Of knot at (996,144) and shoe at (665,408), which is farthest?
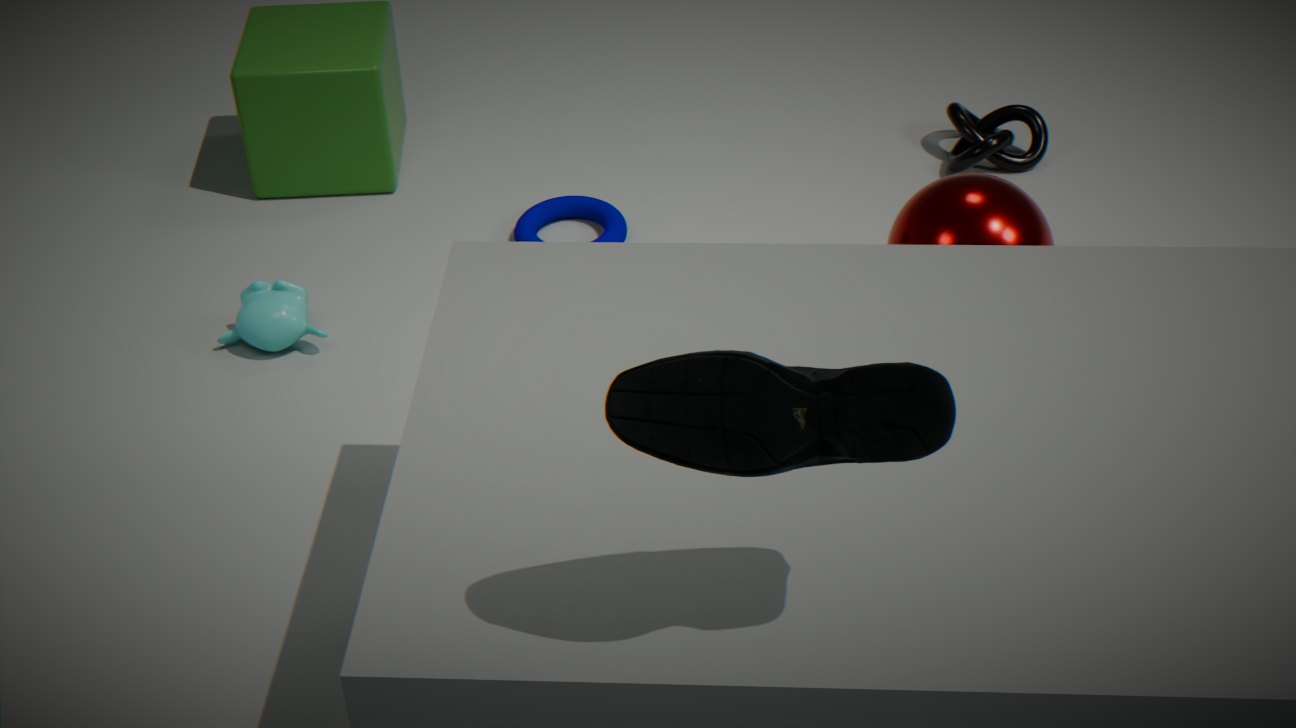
knot at (996,144)
